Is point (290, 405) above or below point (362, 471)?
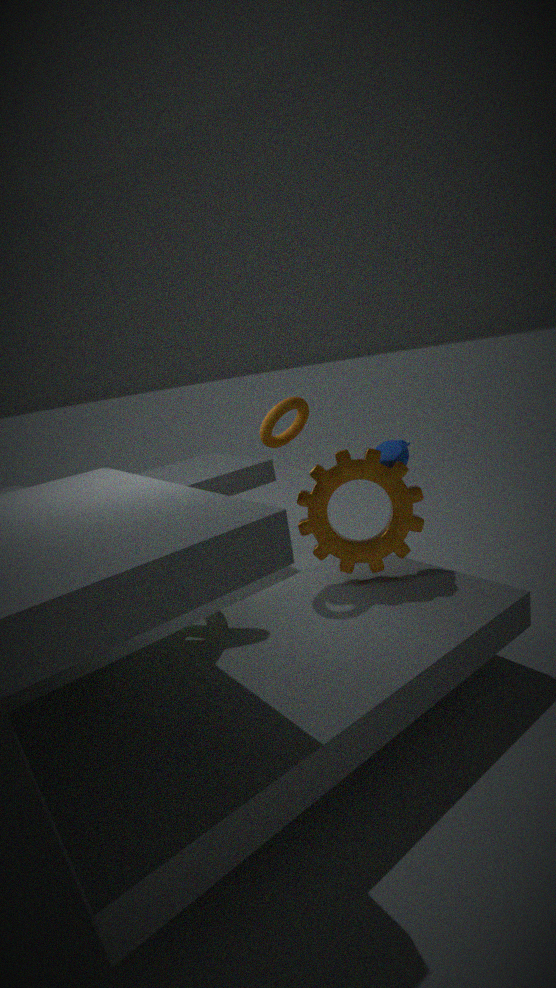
above
